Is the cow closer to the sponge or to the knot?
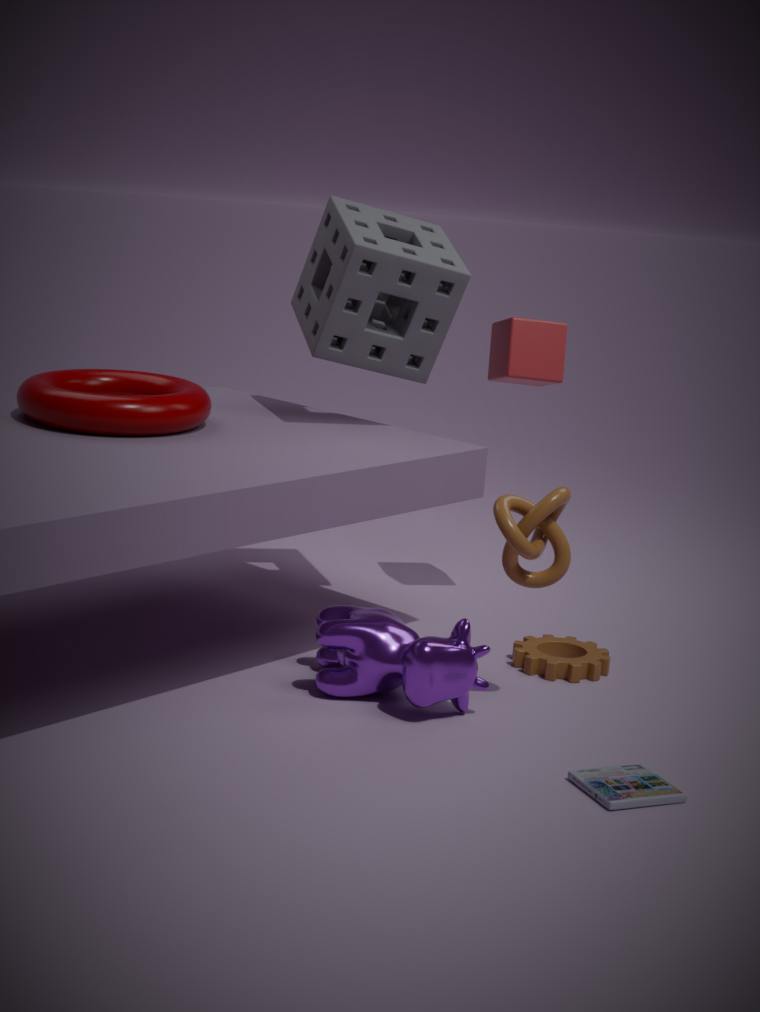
the knot
